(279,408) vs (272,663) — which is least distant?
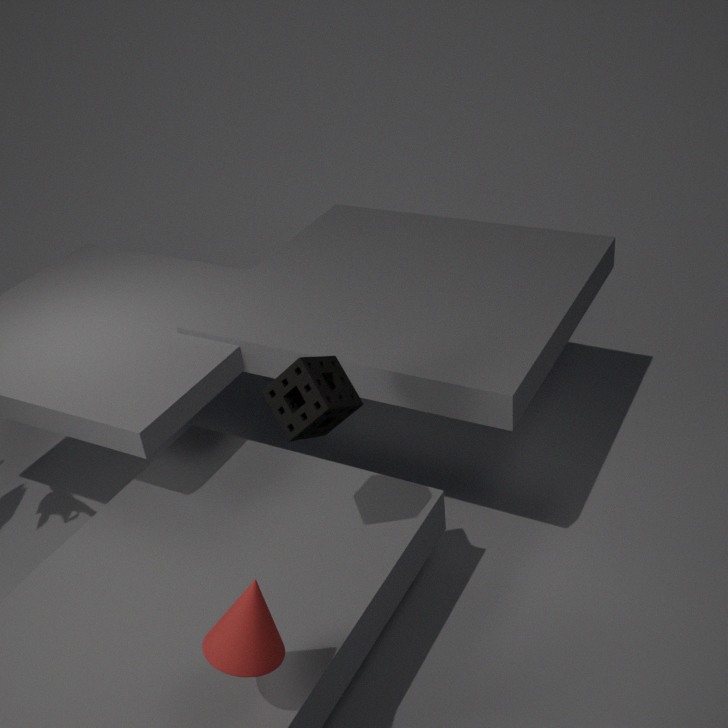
(272,663)
